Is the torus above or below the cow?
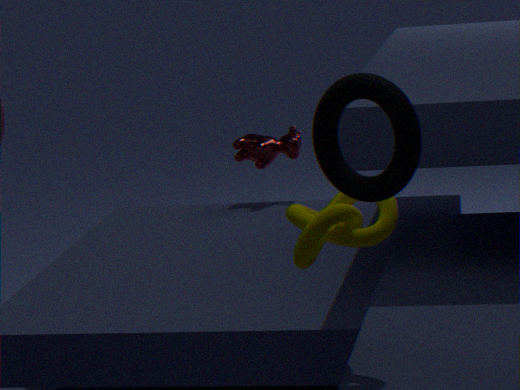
above
